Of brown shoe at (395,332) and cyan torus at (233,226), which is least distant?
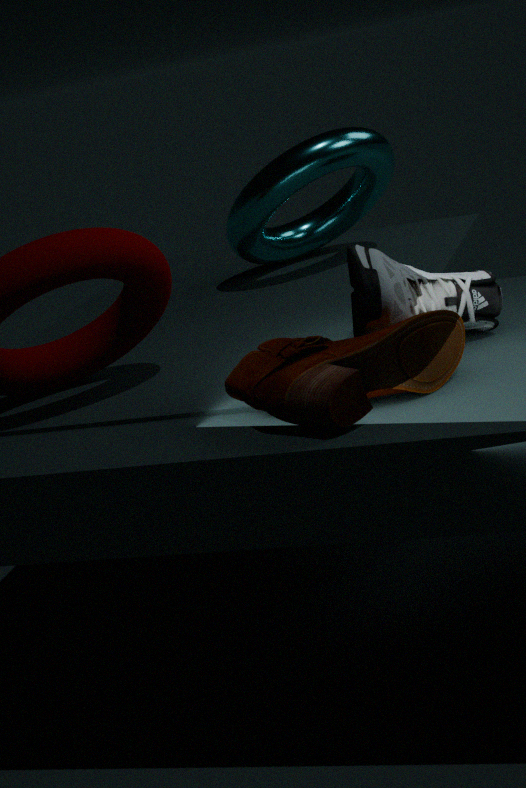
brown shoe at (395,332)
